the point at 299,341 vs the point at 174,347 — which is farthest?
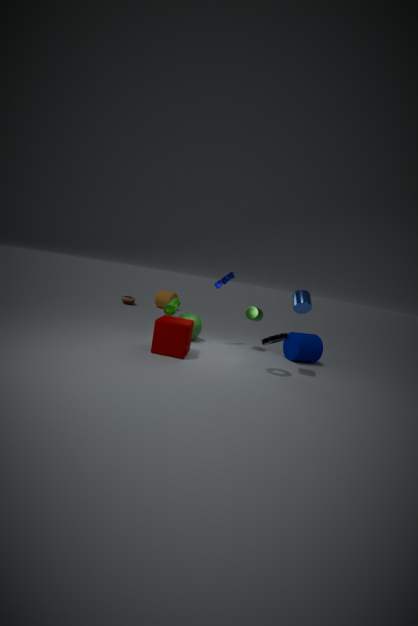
the point at 299,341
